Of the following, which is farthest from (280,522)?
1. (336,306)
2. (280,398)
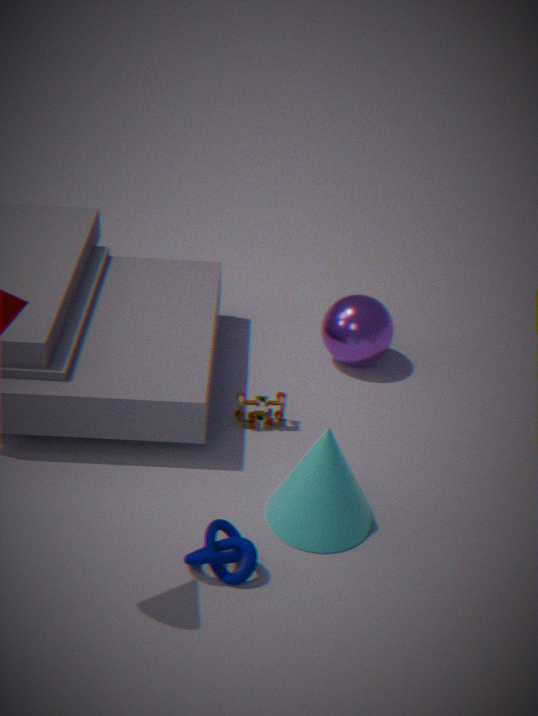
(336,306)
